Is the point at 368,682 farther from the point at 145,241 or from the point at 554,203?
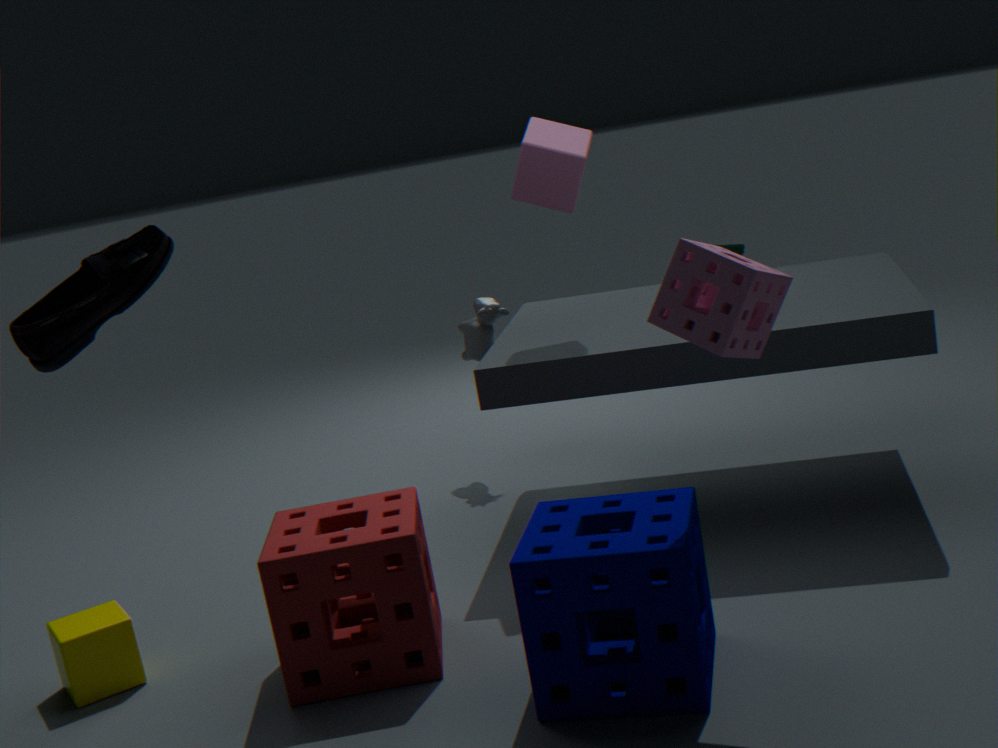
the point at 554,203
